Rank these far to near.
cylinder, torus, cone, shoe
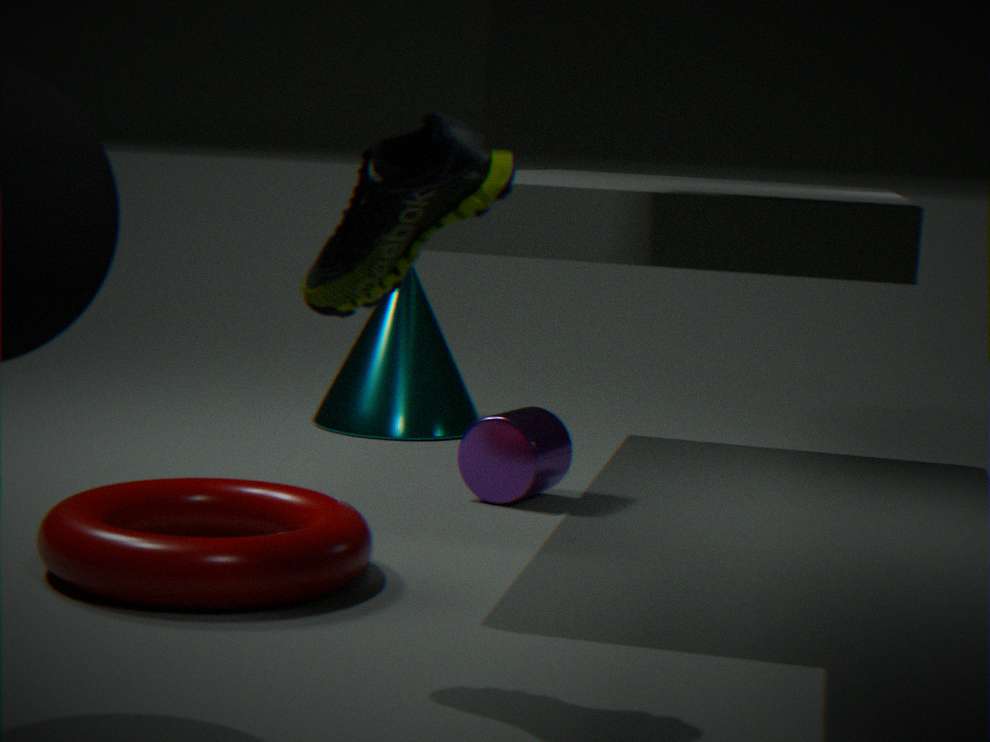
cone, cylinder, torus, shoe
